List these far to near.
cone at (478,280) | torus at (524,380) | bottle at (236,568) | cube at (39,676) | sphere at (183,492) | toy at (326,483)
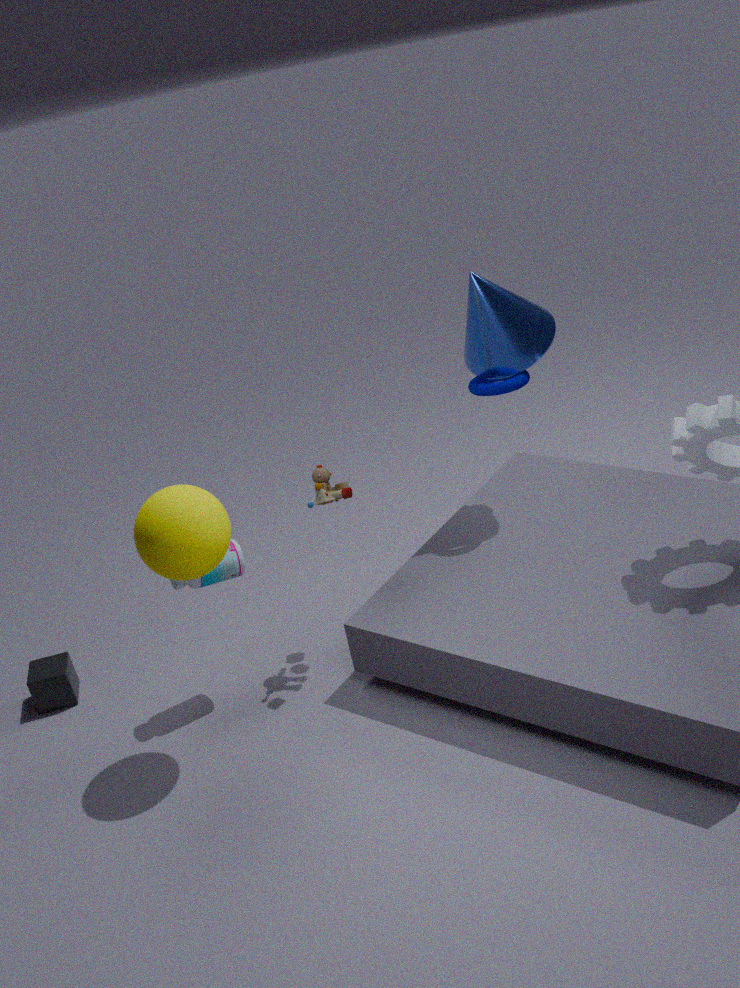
1. cube at (39,676)
2. torus at (524,380)
3. cone at (478,280)
4. bottle at (236,568)
5. toy at (326,483)
6. sphere at (183,492)
